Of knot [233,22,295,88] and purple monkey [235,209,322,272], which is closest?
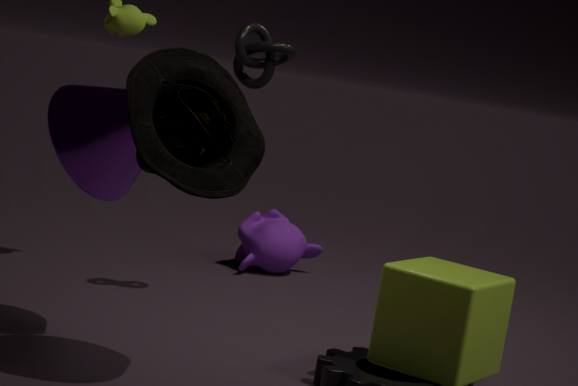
knot [233,22,295,88]
